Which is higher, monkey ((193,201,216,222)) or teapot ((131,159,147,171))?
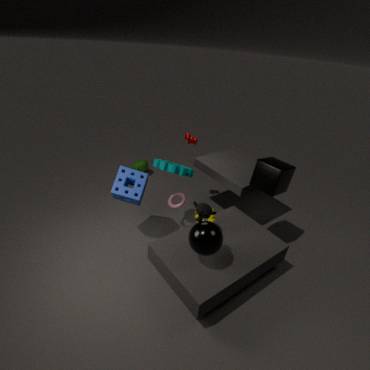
→ monkey ((193,201,216,222))
